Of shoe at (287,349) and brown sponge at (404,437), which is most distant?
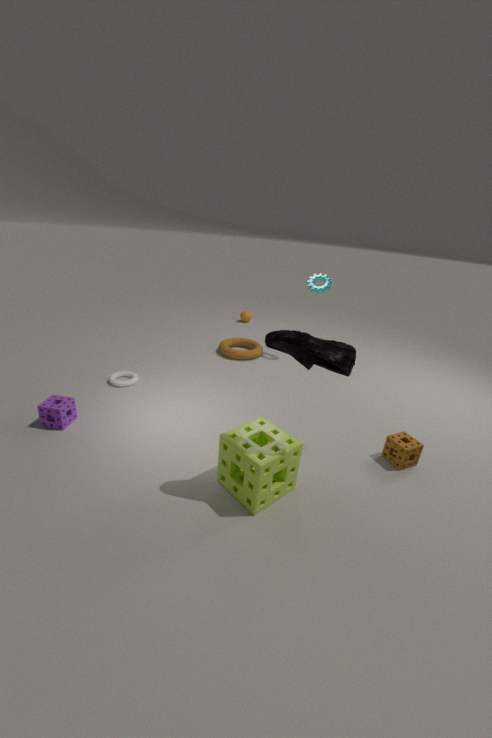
brown sponge at (404,437)
